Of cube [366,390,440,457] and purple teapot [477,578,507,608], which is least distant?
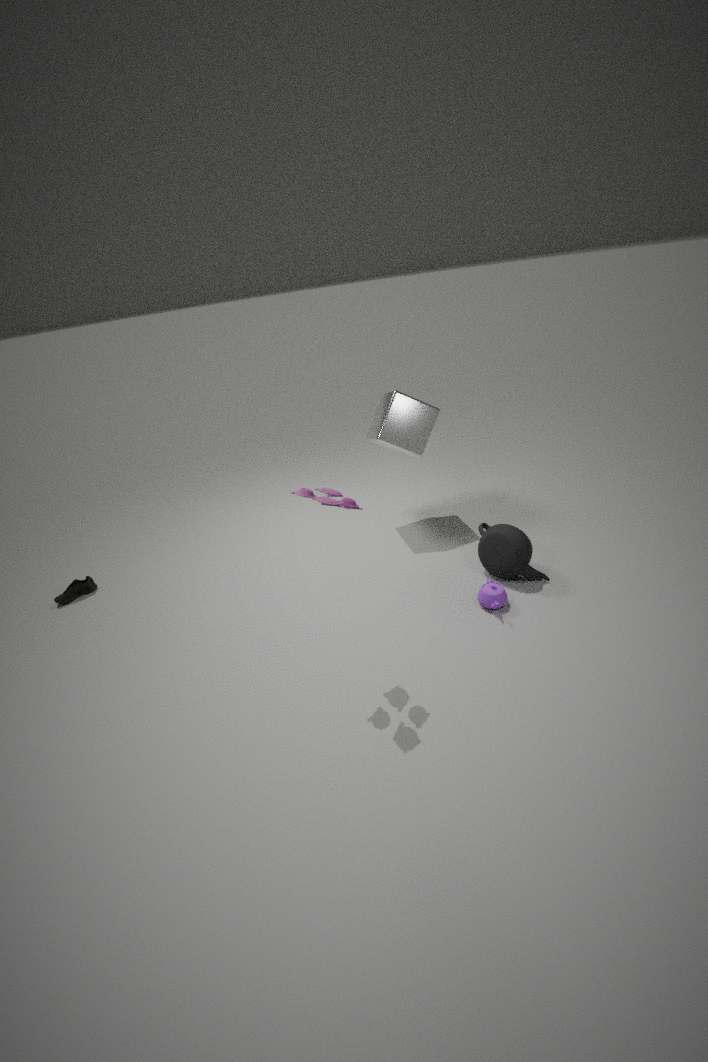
purple teapot [477,578,507,608]
